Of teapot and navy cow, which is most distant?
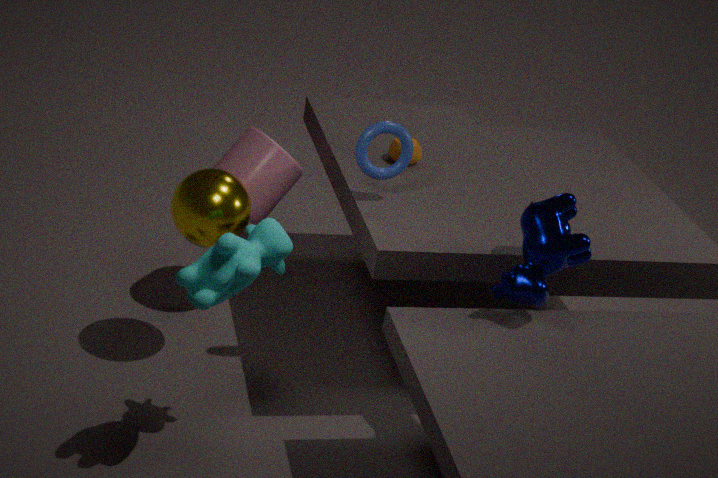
teapot
